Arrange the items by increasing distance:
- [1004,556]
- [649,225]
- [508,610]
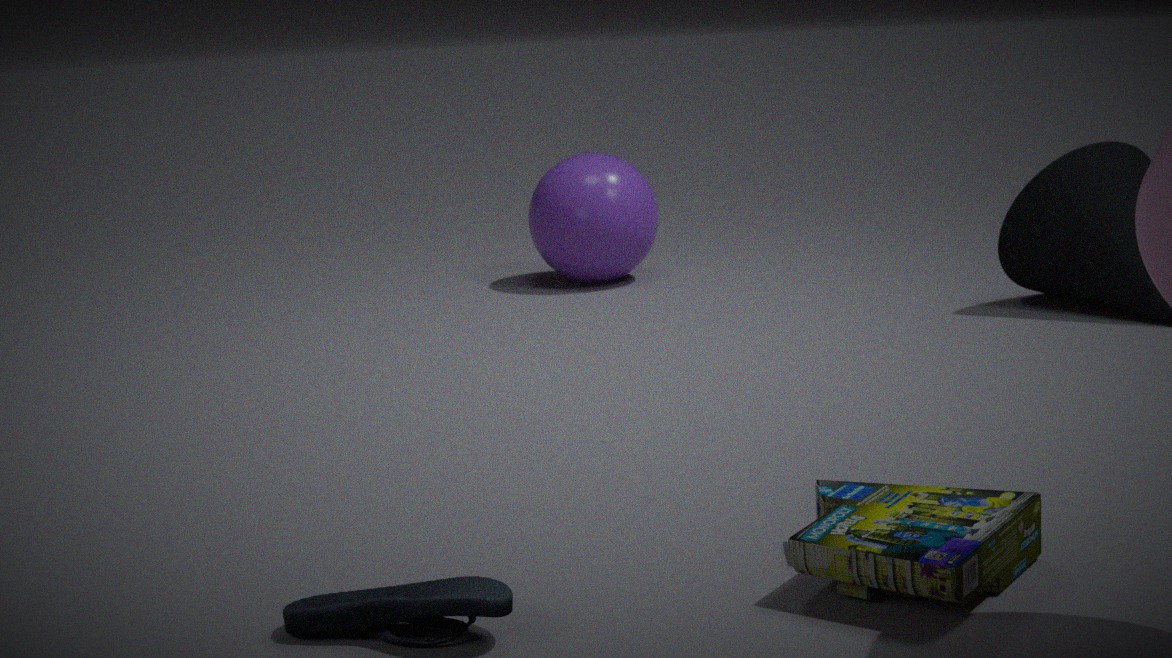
[508,610], [1004,556], [649,225]
